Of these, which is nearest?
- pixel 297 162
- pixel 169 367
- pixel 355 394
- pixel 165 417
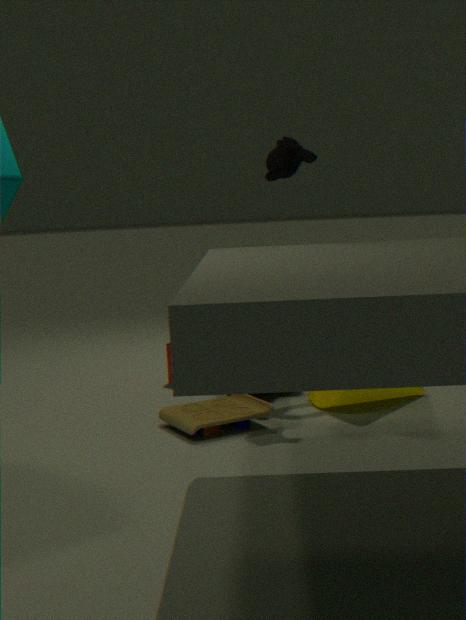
pixel 165 417
